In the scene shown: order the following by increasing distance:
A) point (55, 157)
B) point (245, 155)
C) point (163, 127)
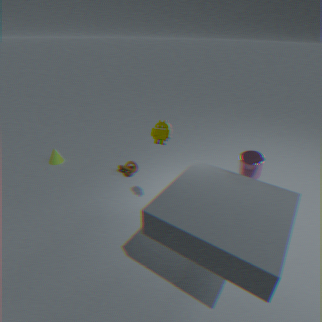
point (245, 155)
point (163, 127)
point (55, 157)
